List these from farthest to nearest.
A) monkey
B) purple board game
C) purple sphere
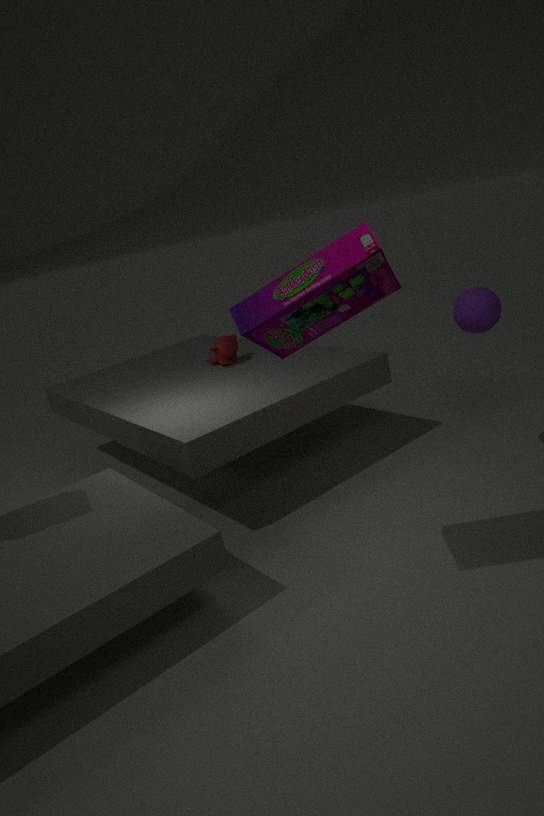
monkey < purple sphere < purple board game
